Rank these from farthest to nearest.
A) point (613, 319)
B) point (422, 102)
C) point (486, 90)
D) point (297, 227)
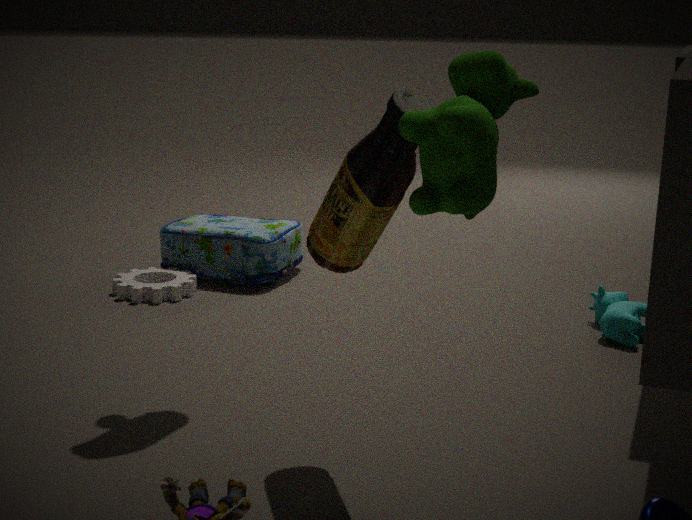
point (297, 227) → point (613, 319) → point (422, 102) → point (486, 90)
